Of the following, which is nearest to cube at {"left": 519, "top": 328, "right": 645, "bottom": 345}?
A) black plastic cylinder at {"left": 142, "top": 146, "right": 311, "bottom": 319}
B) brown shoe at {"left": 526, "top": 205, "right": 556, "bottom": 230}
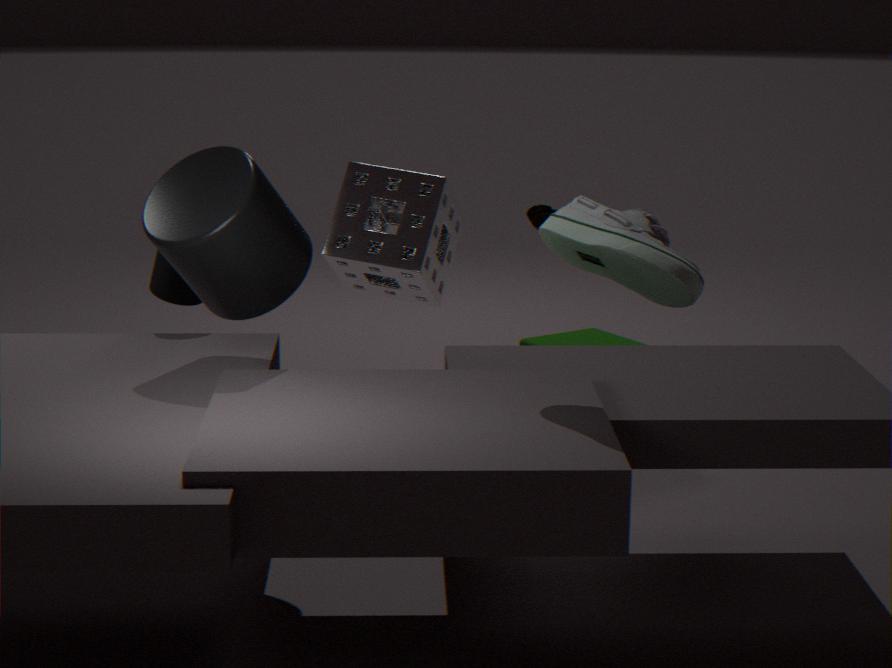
brown shoe at {"left": 526, "top": 205, "right": 556, "bottom": 230}
